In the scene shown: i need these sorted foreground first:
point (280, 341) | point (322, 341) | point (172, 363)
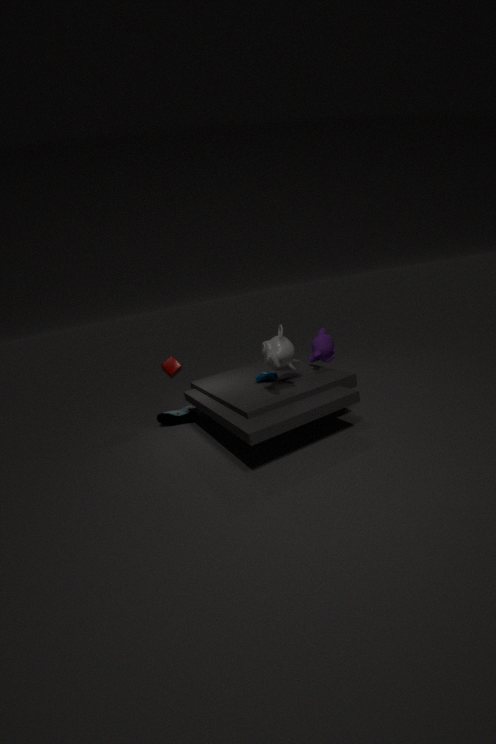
point (280, 341) → point (322, 341) → point (172, 363)
